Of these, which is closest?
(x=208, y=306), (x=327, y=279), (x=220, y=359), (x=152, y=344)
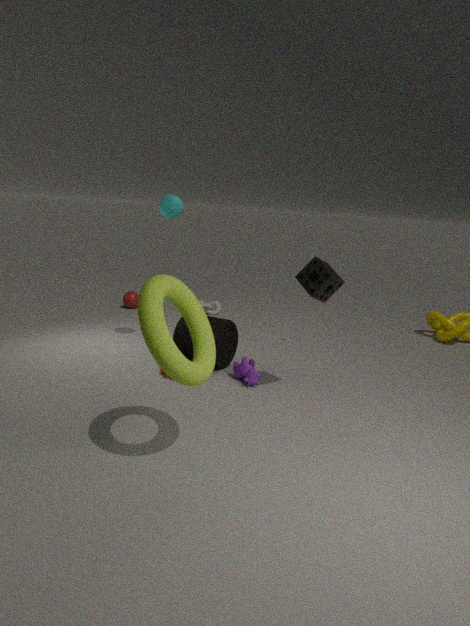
(x=152, y=344)
